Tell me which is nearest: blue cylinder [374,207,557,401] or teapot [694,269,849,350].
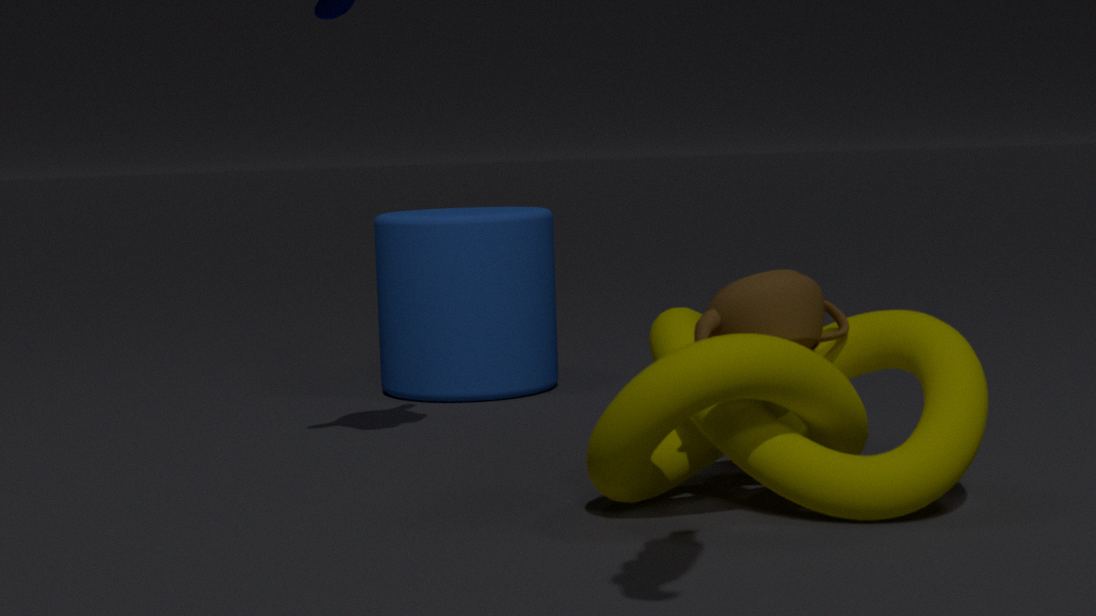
teapot [694,269,849,350]
